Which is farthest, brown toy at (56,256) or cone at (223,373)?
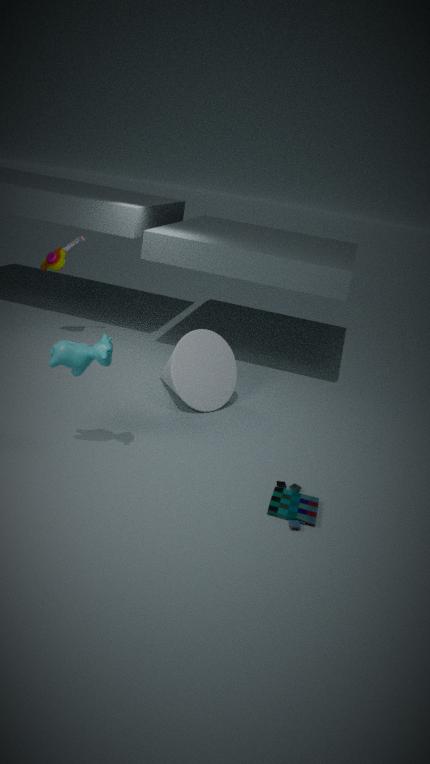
brown toy at (56,256)
